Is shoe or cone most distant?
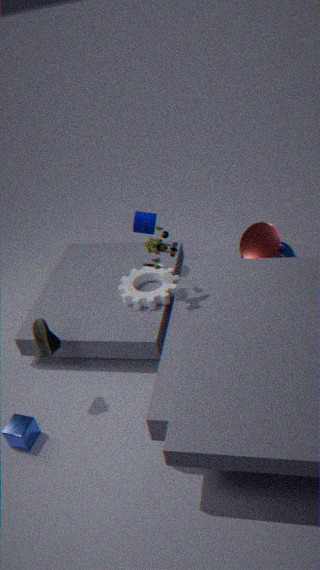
cone
